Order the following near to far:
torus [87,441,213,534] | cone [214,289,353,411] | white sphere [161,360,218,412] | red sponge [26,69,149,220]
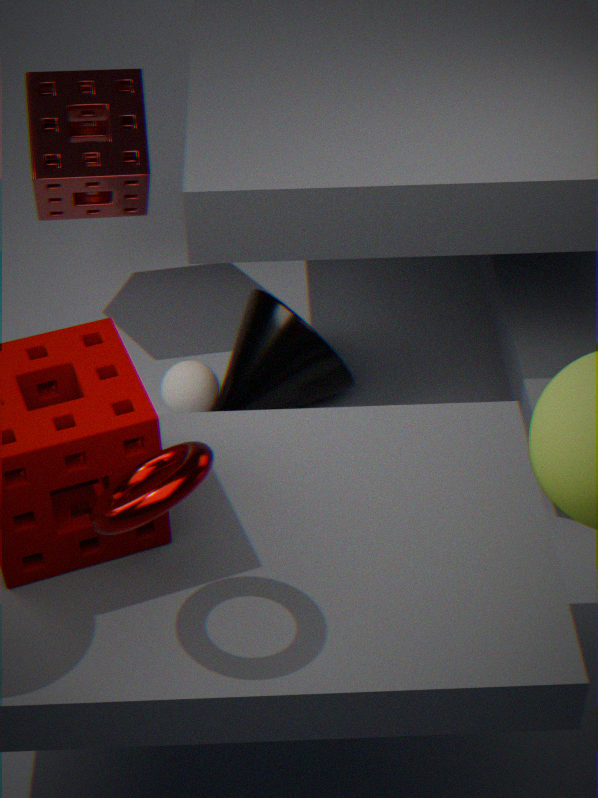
1. torus [87,441,213,534]
2. cone [214,289,353,411]
3. white sphere [161,360,218,412]
4. red sponge [26,69,149,220]
